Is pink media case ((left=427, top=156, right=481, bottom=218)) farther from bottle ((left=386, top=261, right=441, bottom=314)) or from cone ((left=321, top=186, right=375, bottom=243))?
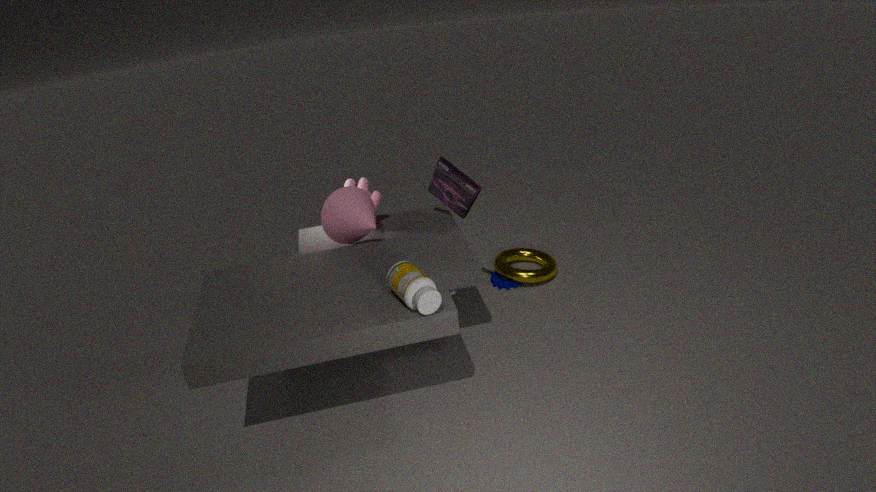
bottle ((left=386, top=261, right=441, bottom=314))
